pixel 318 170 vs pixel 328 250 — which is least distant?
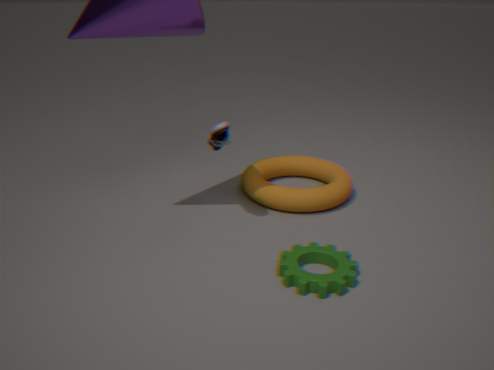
pixel 328 250
